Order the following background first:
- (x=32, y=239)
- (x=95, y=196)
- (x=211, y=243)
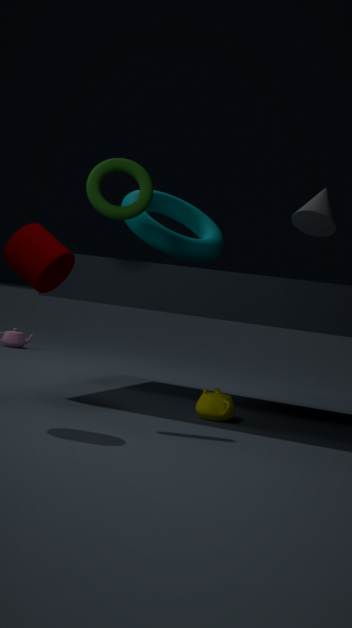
1. (x=211, y=243)
2. (x=95, y=196)
3. (x=32, y=239)
